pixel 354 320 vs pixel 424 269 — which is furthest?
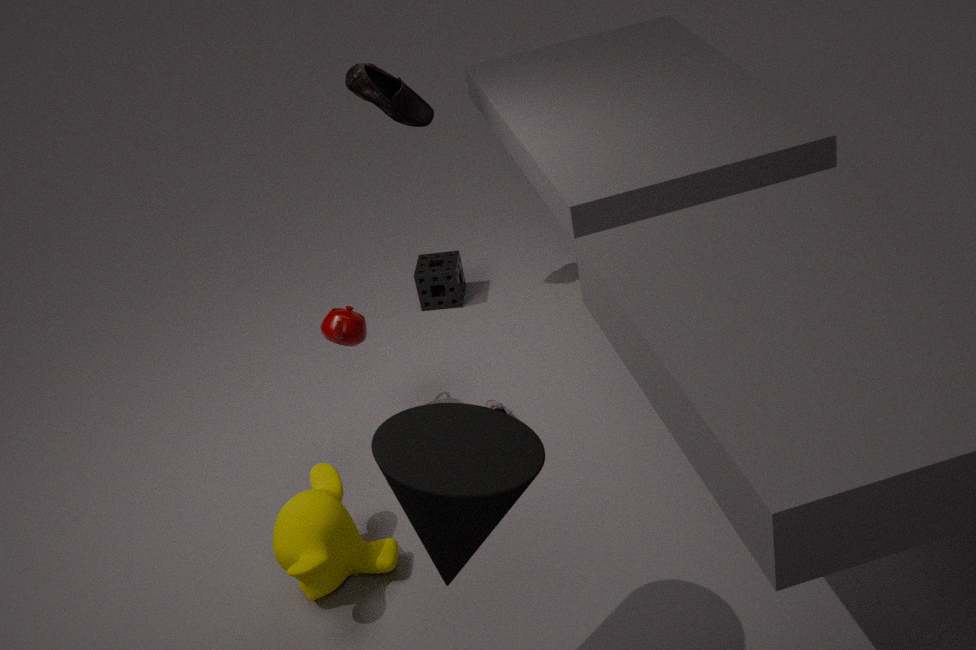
pixel 424 269
